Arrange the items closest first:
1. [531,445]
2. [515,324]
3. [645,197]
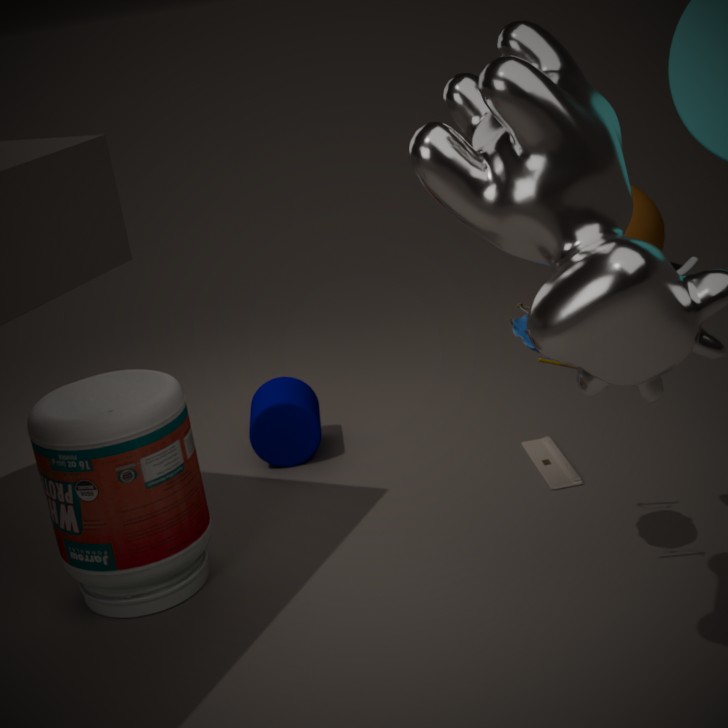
[515,324] → [531,445] → [645,197]
